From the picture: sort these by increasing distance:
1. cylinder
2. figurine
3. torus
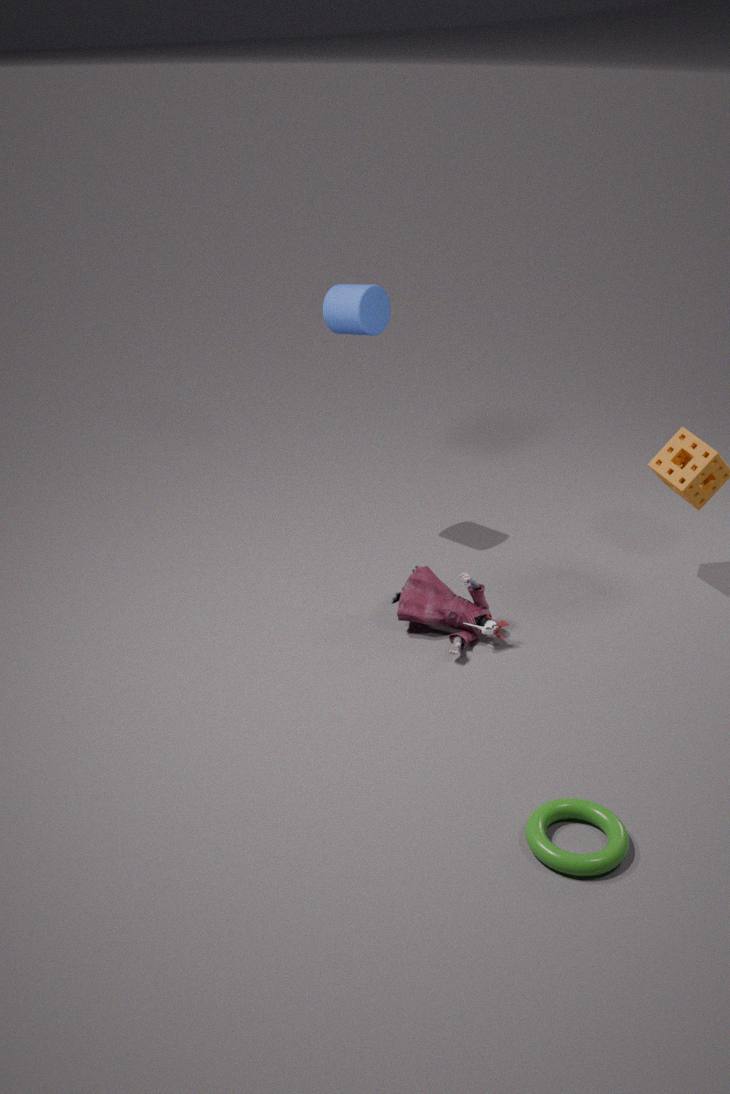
1. torus
2. figurine
3. cylinder
